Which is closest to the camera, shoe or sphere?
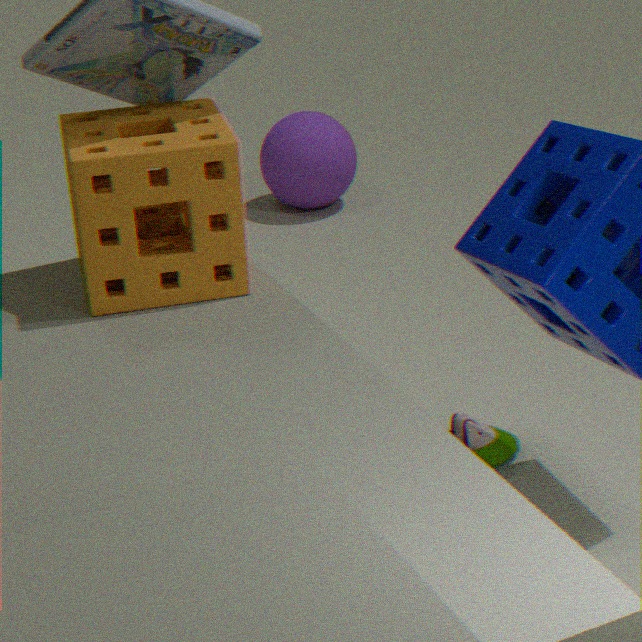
shoe
